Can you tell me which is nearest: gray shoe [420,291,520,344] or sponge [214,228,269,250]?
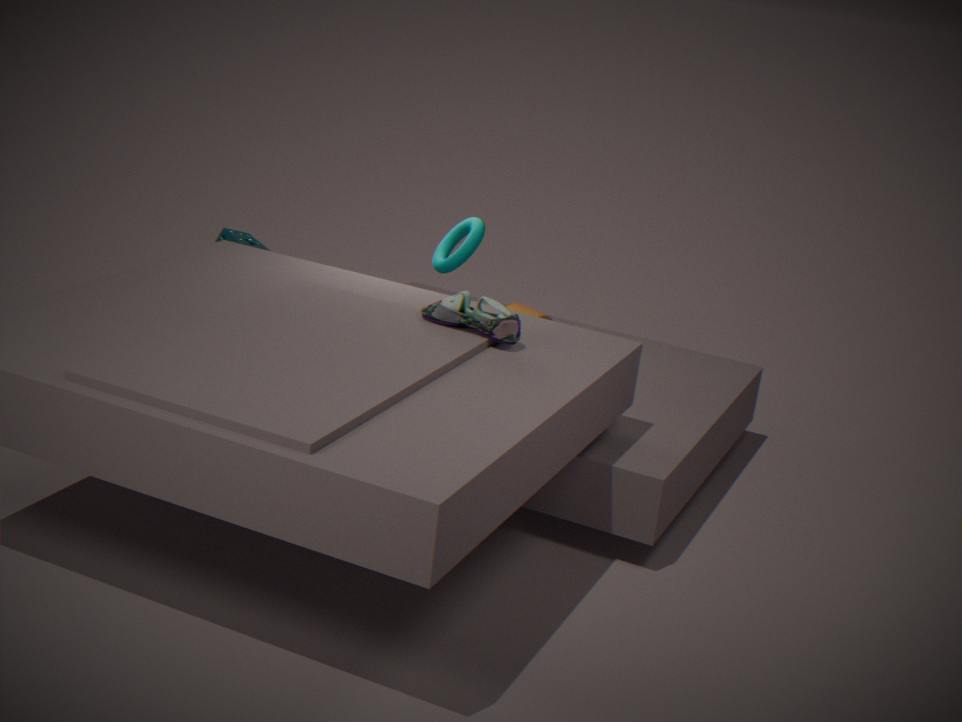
gray shoe [420,291,520,344]
